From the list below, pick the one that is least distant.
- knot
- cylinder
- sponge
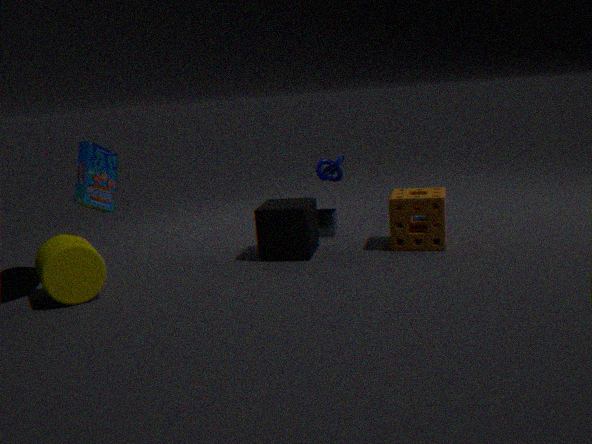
cylinder
